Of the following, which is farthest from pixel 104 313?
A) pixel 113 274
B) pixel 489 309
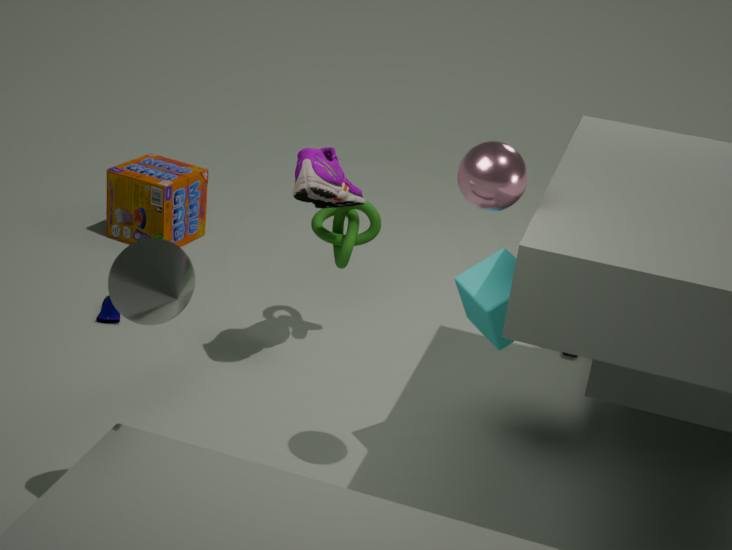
pixel 489 309
